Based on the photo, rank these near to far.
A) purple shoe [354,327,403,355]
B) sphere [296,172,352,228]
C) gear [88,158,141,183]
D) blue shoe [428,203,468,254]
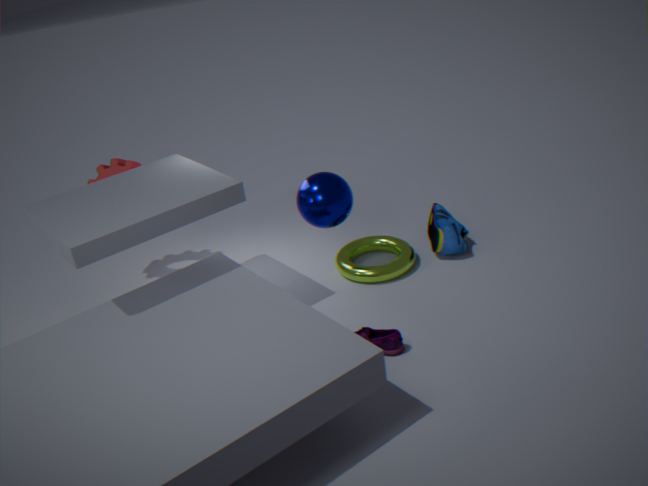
purple shoe [354,327,403,355] < sphere [296,172,352,228] < blue shoe [428,203,468,254] < gear [88,158,141,183]
